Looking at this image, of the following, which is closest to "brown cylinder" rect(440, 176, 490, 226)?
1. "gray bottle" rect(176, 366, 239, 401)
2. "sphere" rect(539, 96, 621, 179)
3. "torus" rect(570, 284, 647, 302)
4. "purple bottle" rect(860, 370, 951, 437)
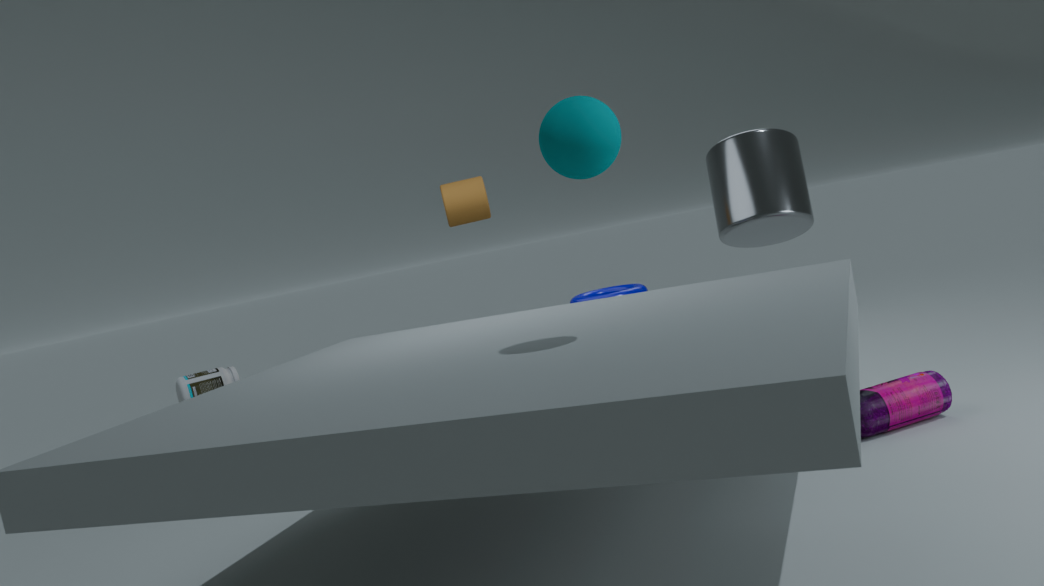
"torus" rect(570, 284, 647, 302)
